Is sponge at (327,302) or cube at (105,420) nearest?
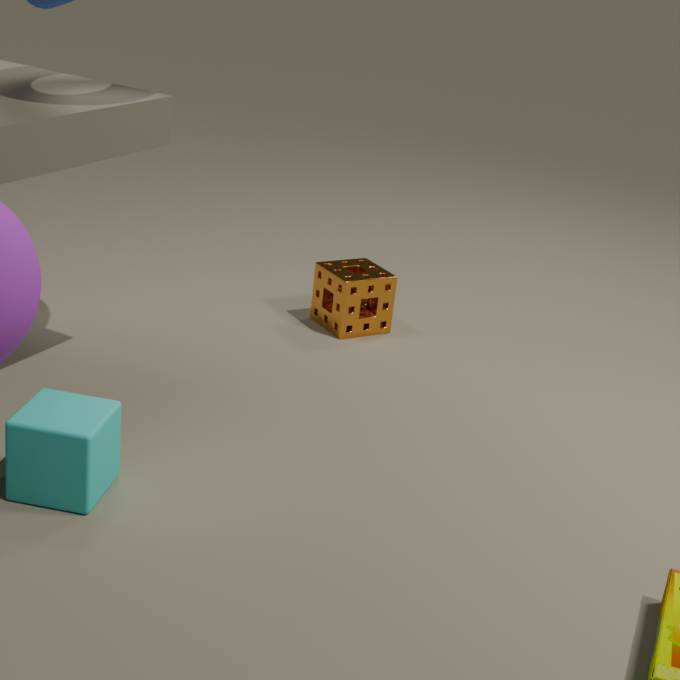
cube at (105,420)
